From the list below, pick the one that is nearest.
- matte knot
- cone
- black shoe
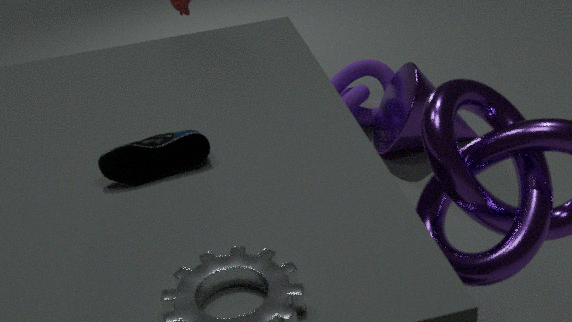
black shoe
